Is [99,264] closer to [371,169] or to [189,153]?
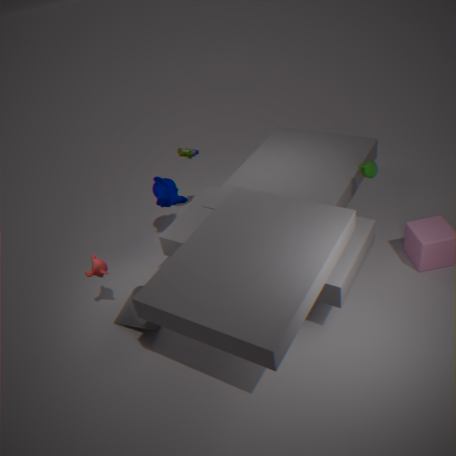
[189,153]
